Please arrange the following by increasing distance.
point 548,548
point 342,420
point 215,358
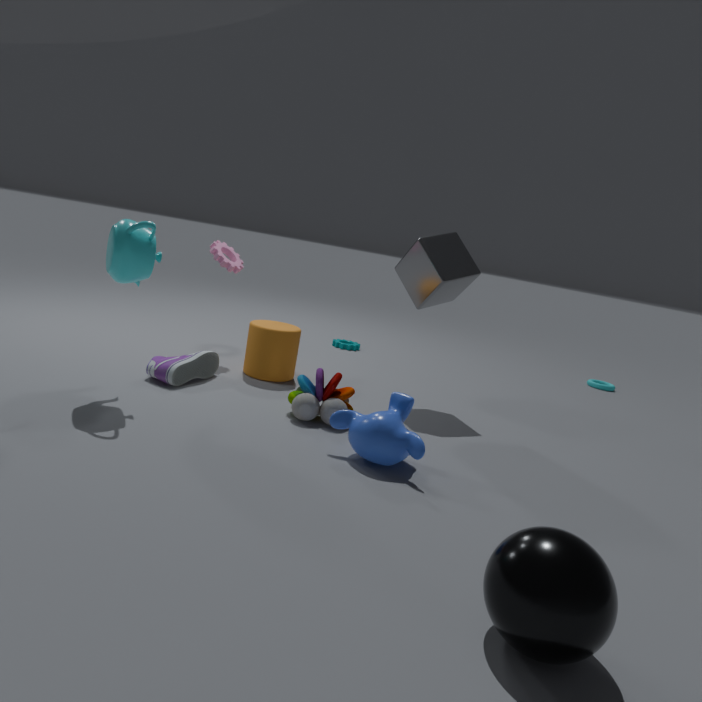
point 548,548 → point 342,420 → point 215,358
